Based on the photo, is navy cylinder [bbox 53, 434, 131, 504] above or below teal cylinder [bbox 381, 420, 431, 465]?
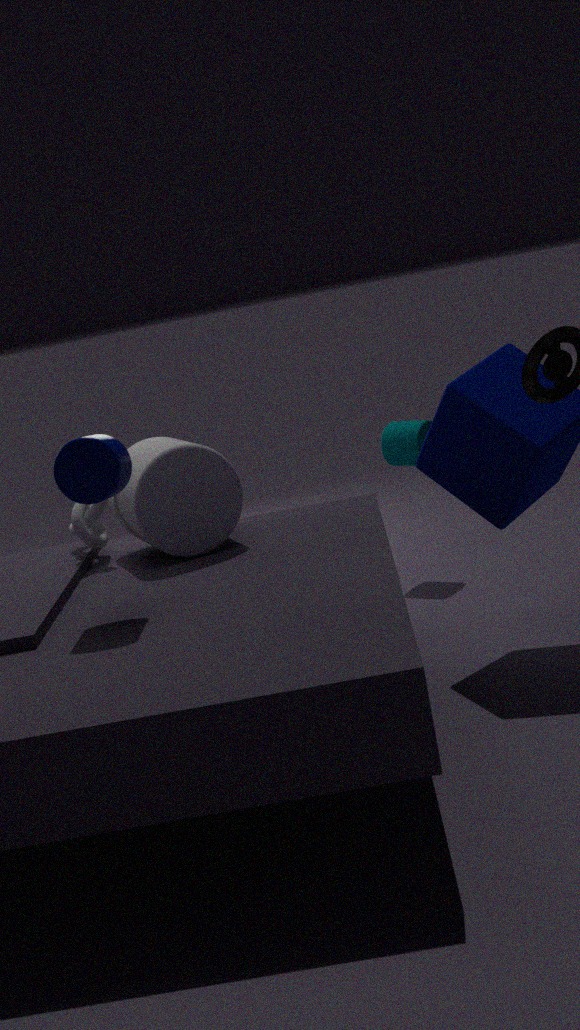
above
